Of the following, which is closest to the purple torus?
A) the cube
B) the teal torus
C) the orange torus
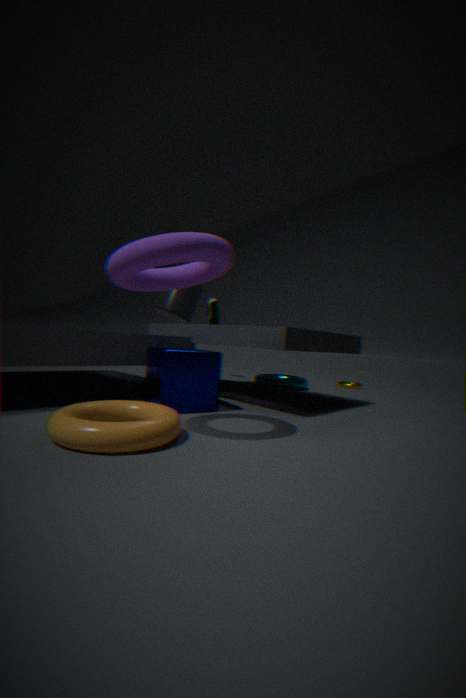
the cube
